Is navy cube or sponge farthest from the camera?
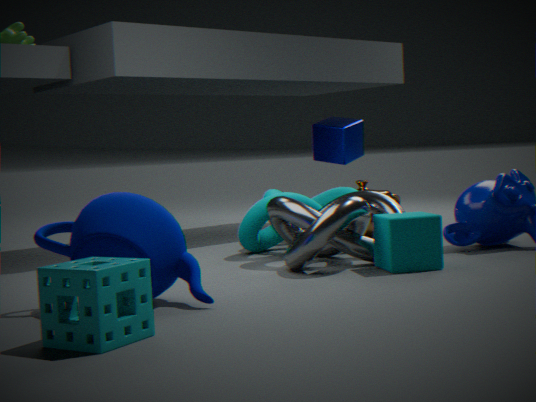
navy cube
